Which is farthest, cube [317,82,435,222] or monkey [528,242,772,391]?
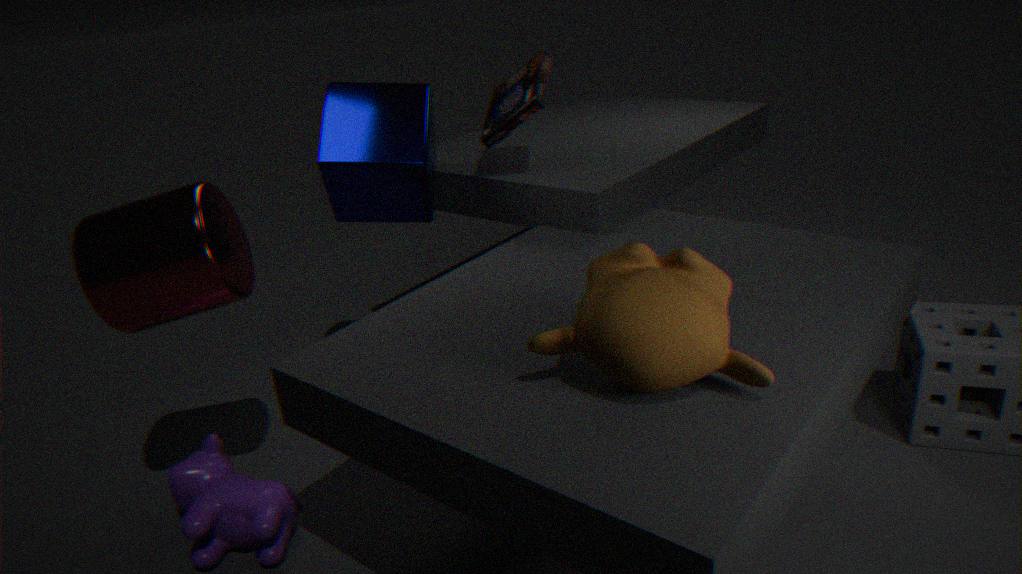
cube [317,82,435,222]
